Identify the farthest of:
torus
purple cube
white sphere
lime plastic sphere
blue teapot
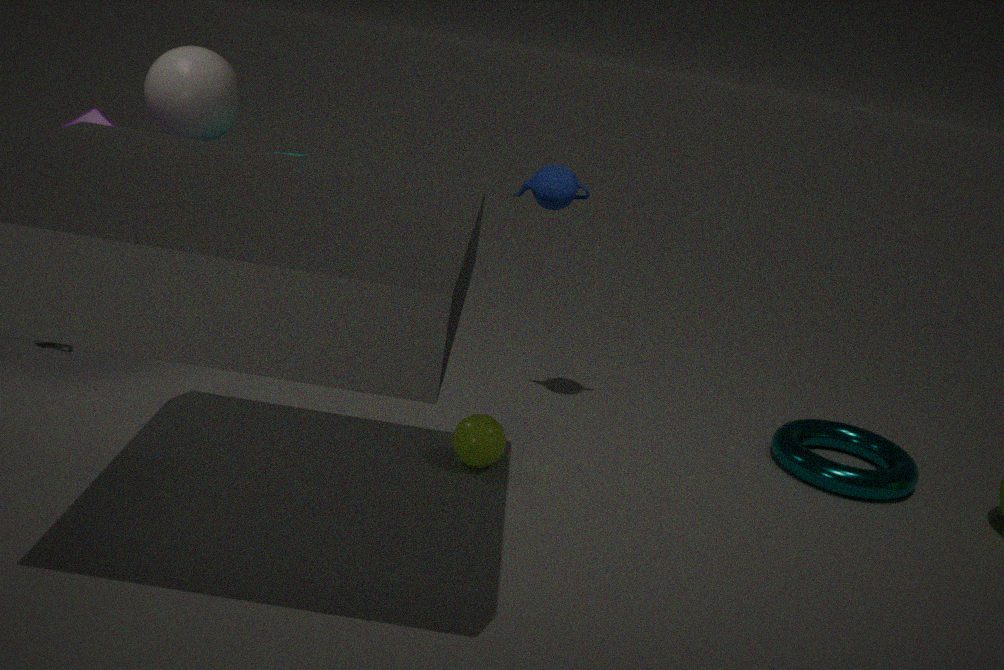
white sphere
